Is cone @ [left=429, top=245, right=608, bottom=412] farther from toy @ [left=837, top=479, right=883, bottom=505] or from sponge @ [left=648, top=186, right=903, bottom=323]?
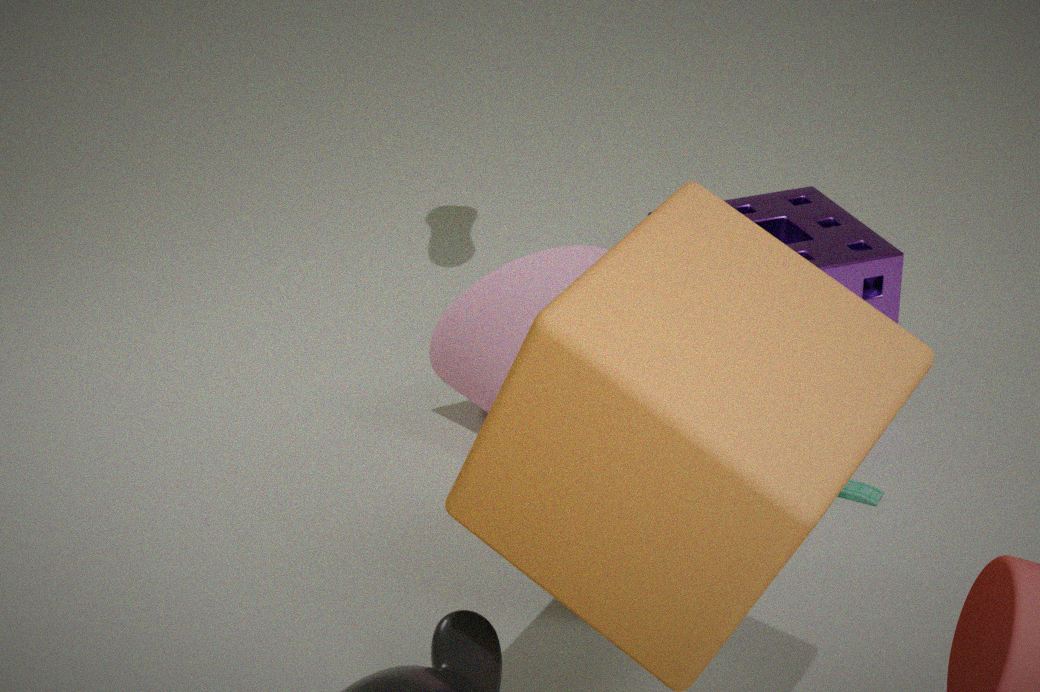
toy @ [left=837, top=479, right=883, bottom=505]
